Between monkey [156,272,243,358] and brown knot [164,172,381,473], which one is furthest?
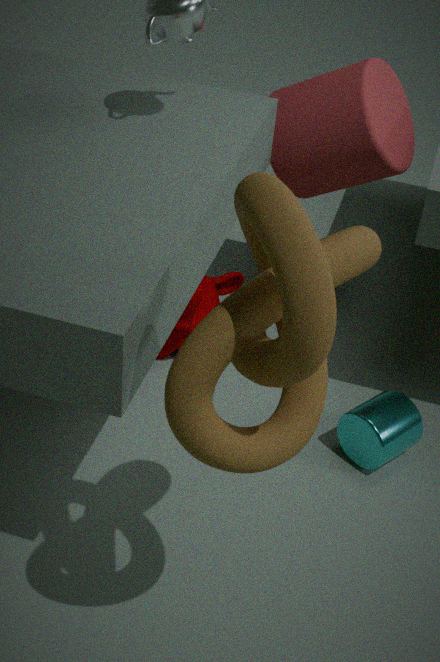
monkey [156,272,243,358]
